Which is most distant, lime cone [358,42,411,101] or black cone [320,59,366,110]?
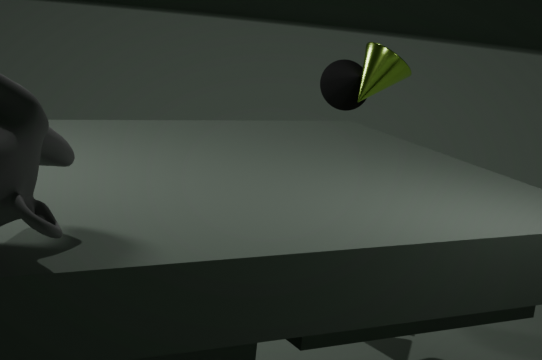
black cone [320,59,366,110]
